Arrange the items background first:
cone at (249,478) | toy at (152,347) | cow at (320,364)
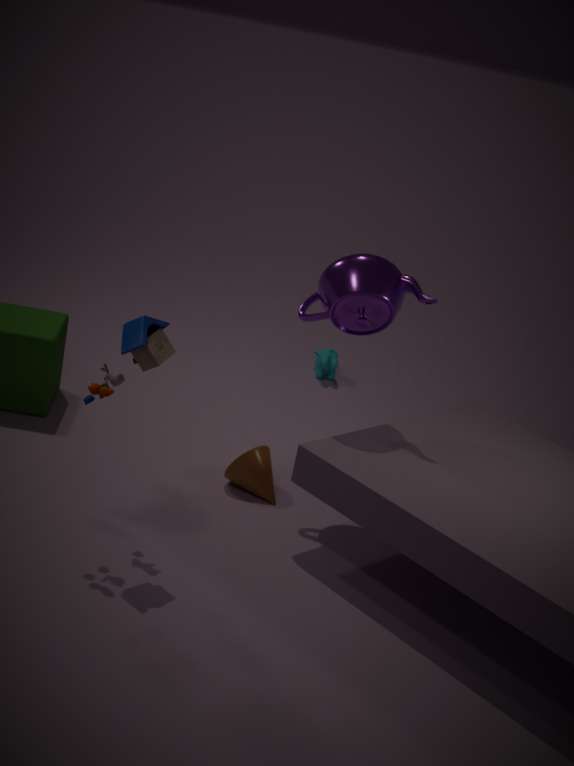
cow at (320,364) < cone at (249,478) < toy at (152,347)
